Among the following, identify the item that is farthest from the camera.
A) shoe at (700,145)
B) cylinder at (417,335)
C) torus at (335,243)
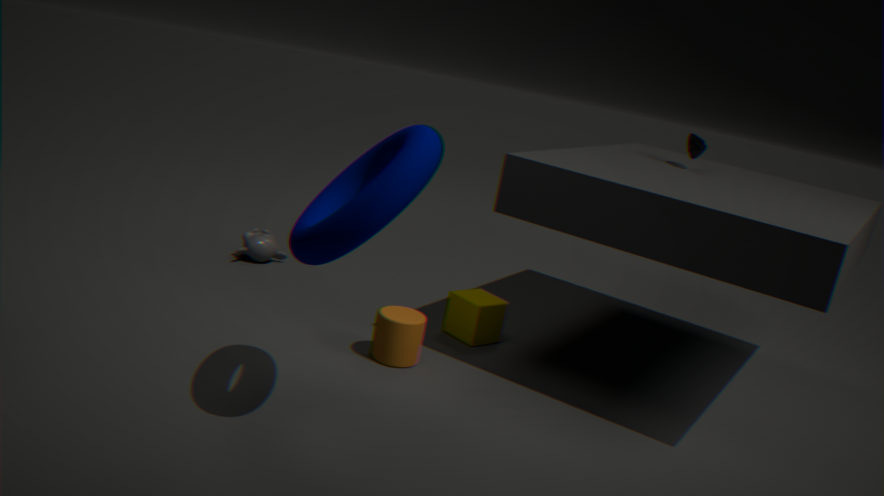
shoe at (700,145)
